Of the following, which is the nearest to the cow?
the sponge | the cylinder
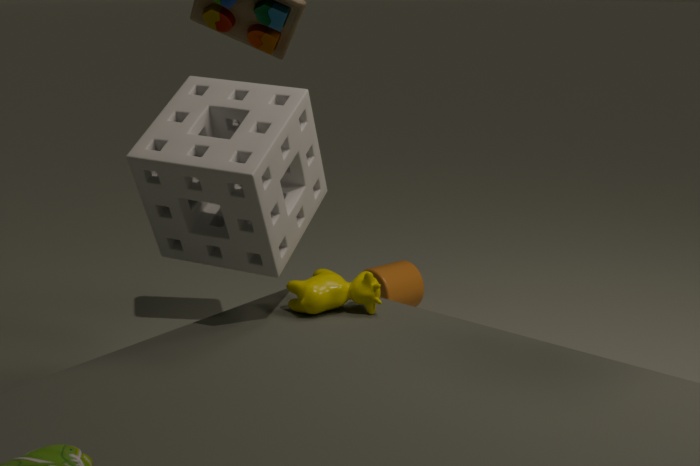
the sponge
